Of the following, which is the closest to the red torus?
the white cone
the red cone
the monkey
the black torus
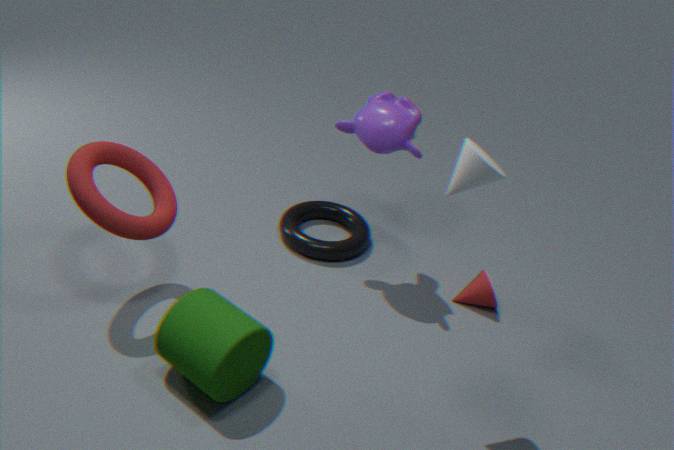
the black torus
